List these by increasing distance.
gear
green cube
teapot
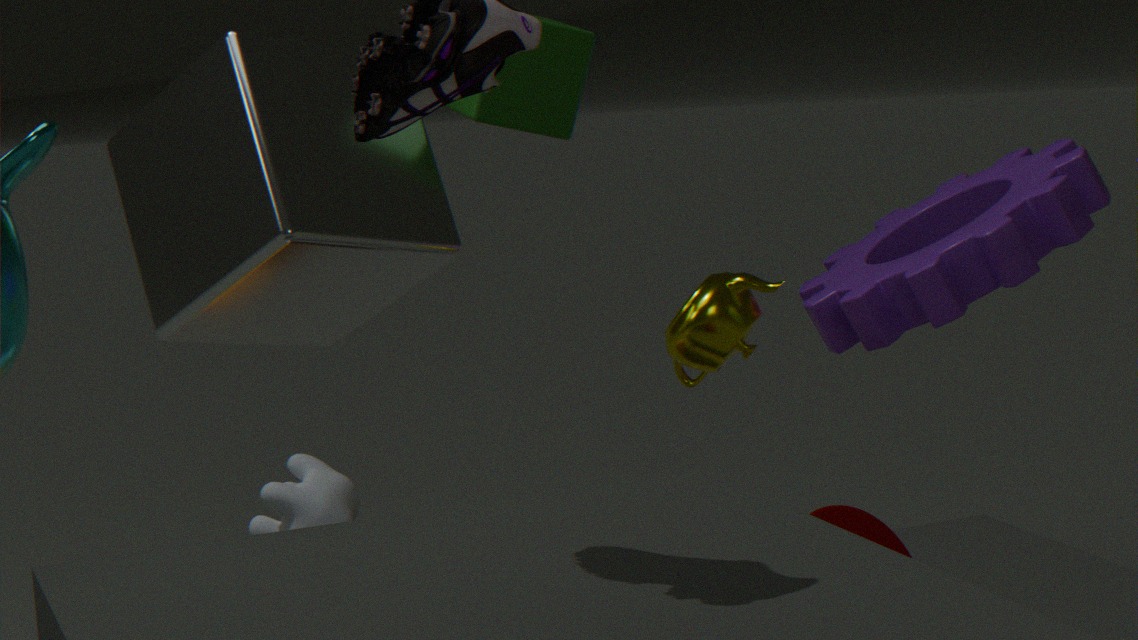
teapot → green cube → gear
